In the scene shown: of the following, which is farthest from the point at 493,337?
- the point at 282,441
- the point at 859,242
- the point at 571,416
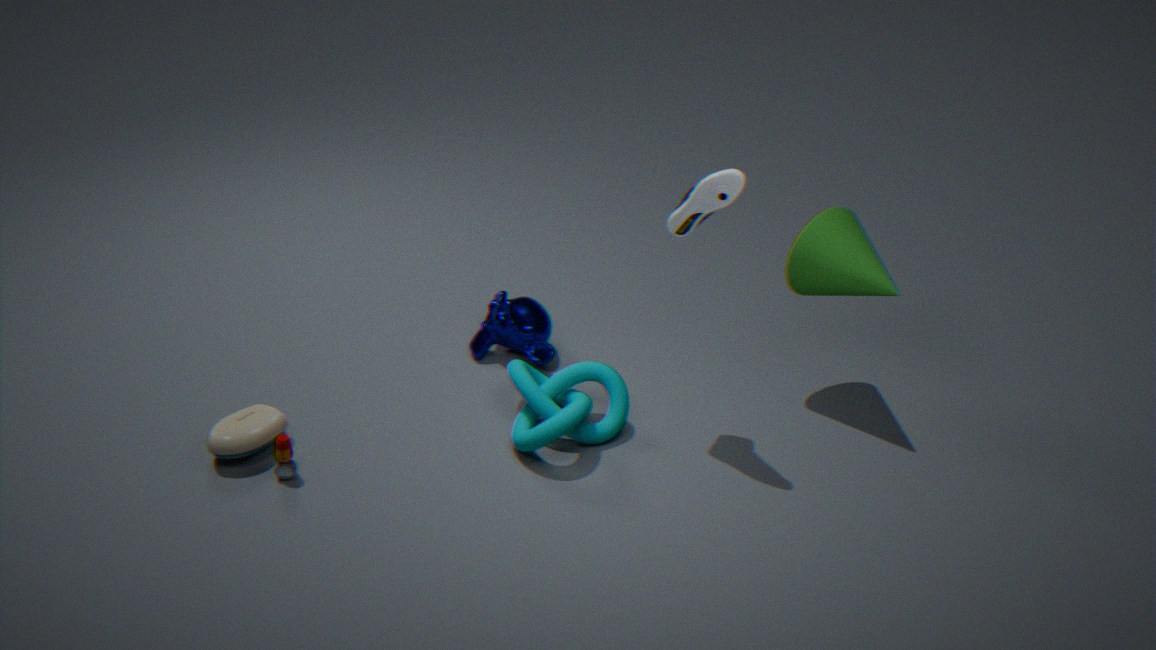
the point at 859,242
